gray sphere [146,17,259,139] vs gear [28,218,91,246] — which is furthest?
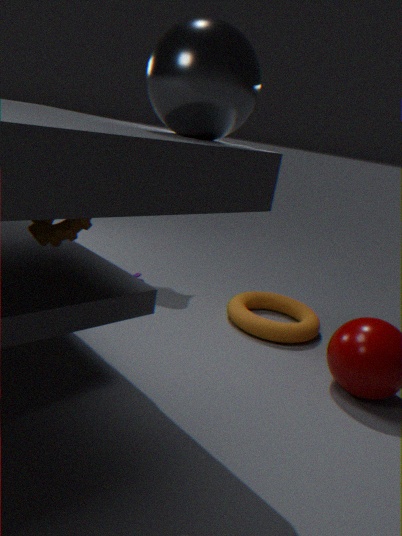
gear [28,218,91,246]
